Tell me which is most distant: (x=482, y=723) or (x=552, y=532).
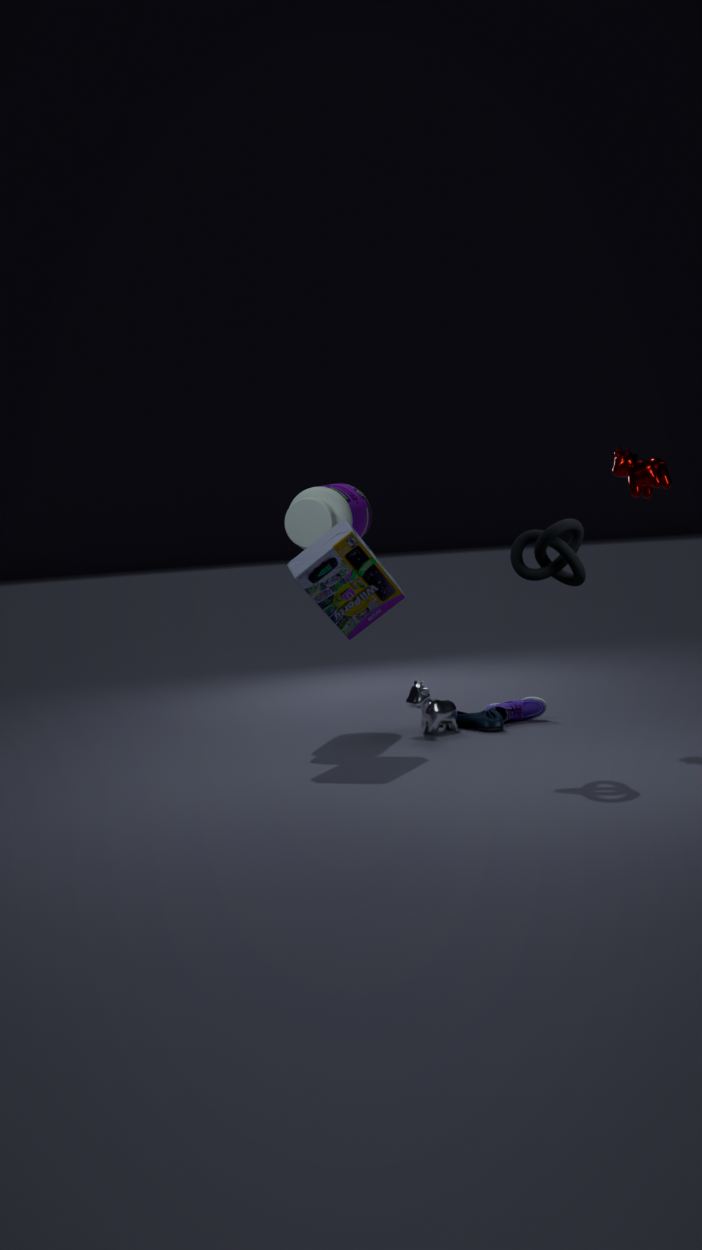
(x=482, y=723)
